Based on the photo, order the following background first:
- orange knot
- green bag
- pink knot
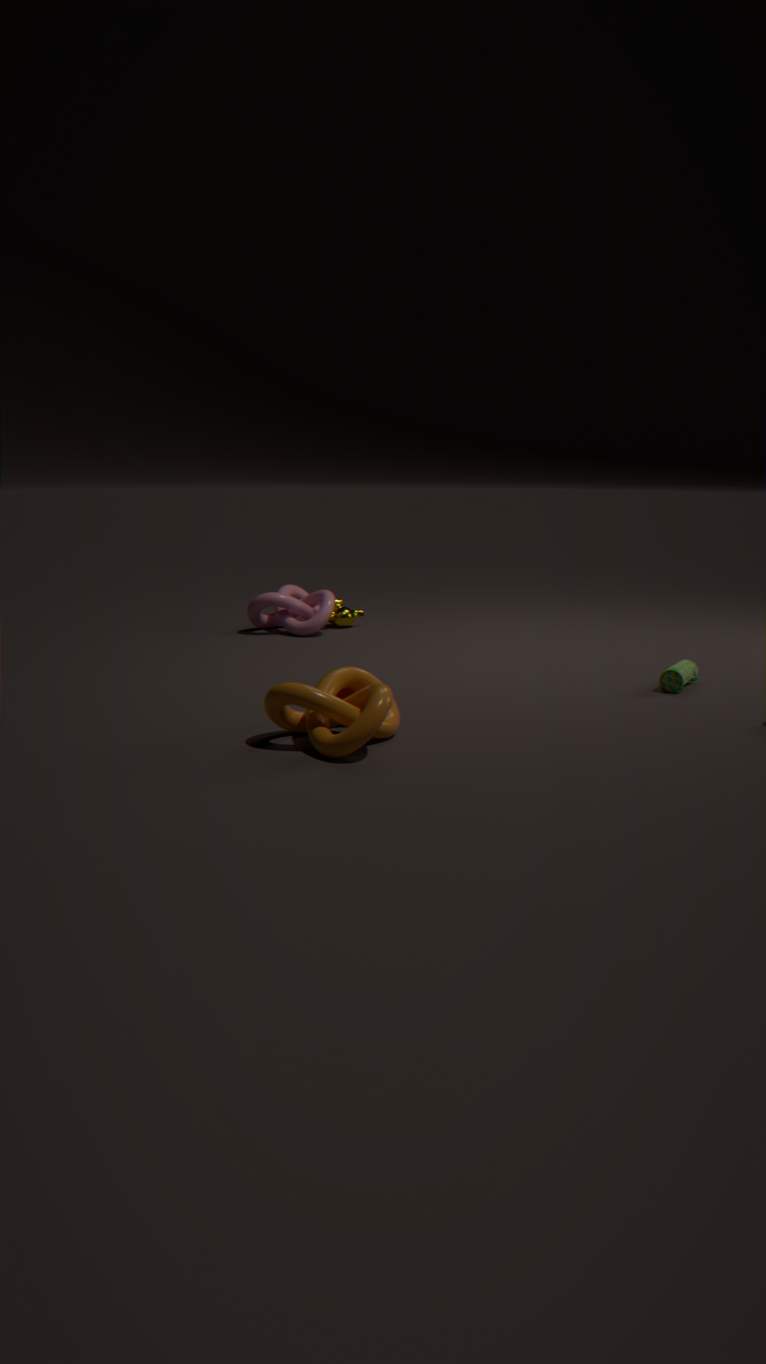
pink knot < green bag < orange knot
